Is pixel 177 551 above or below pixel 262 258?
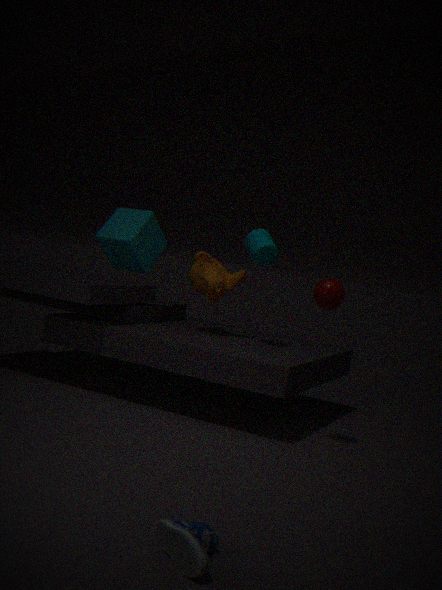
below
